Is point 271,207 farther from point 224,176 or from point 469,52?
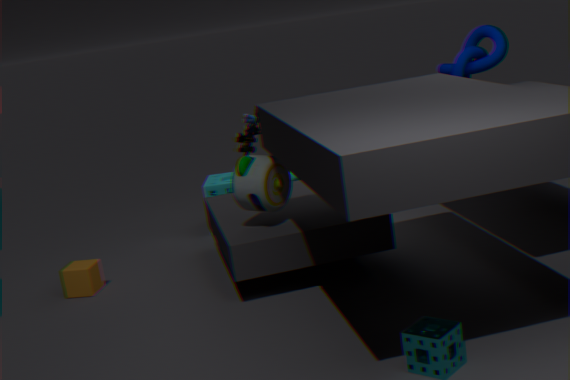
point 469,52
